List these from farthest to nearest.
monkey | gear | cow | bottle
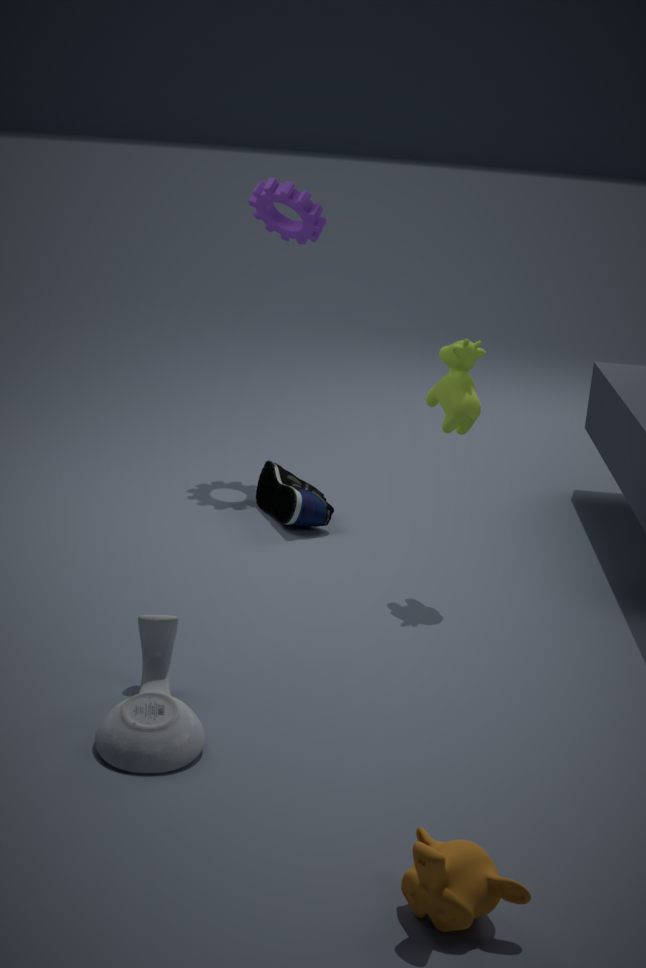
gear
cow
bottle
monkey
